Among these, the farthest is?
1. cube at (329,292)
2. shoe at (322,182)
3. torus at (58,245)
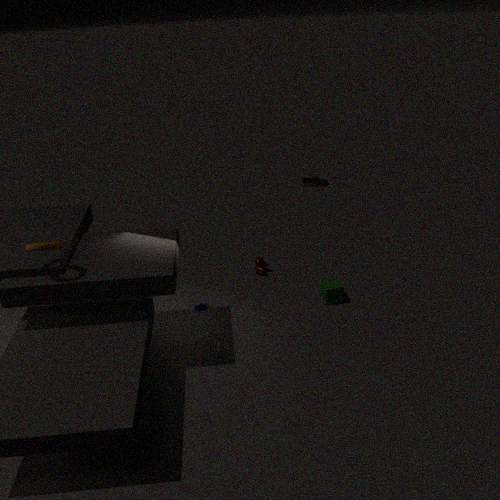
shoe at (322,182)
